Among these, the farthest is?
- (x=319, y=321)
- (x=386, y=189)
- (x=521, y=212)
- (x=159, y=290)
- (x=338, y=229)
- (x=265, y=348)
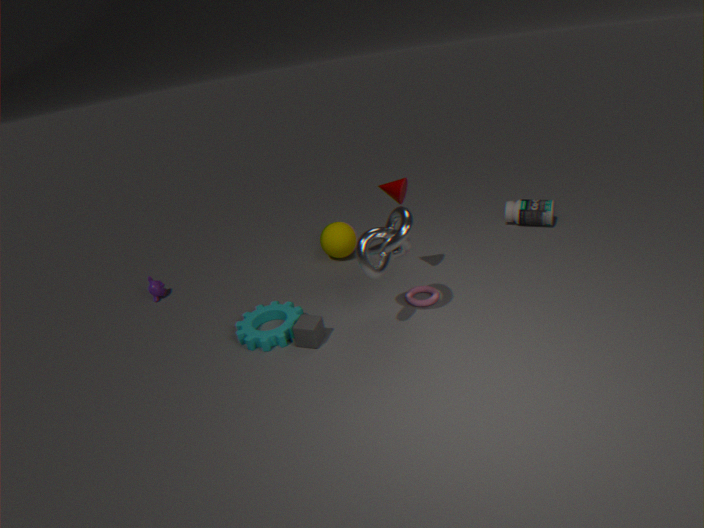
(x=521, y=212)
